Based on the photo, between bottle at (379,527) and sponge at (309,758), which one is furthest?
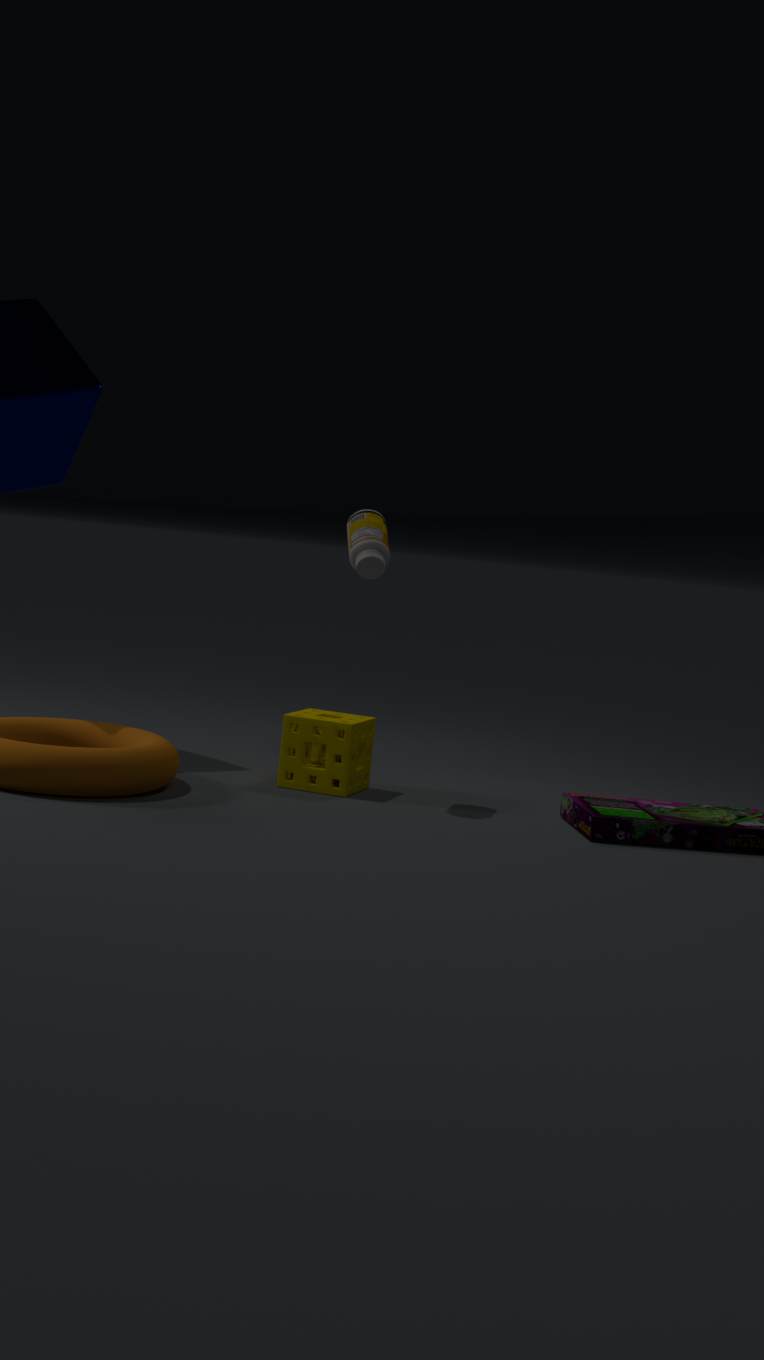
sponge at (309,758)
